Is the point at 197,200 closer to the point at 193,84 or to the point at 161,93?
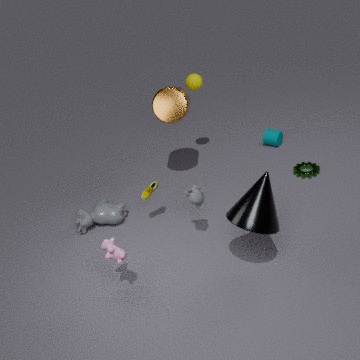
the point at 161,93
